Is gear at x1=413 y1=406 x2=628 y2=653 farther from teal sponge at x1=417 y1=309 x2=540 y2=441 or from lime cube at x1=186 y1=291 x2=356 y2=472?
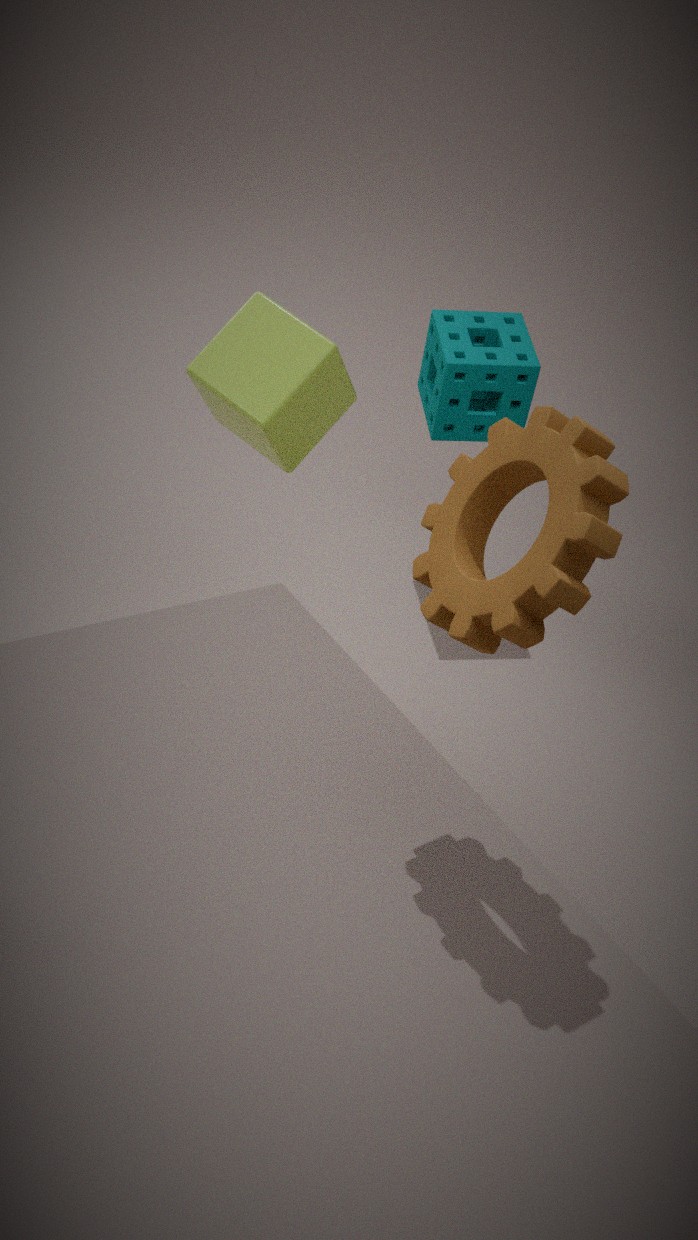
teal sponge at x1=417 y1=309 x2=540 y2=441
